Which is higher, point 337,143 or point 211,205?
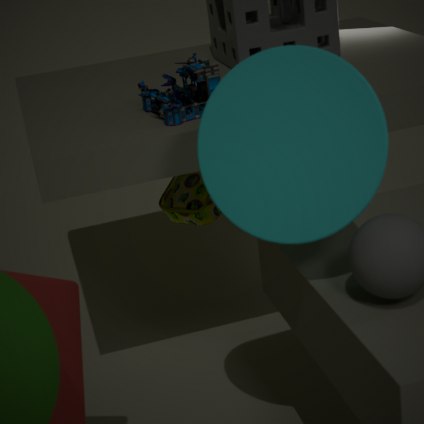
point 337,143
